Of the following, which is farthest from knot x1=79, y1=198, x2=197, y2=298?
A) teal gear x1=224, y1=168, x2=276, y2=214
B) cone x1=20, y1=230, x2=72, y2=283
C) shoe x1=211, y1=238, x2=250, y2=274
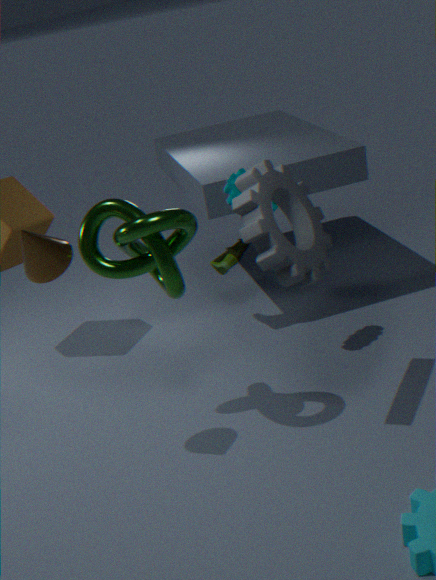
shoe x1=211, y1=238, x2=250, y2=274
